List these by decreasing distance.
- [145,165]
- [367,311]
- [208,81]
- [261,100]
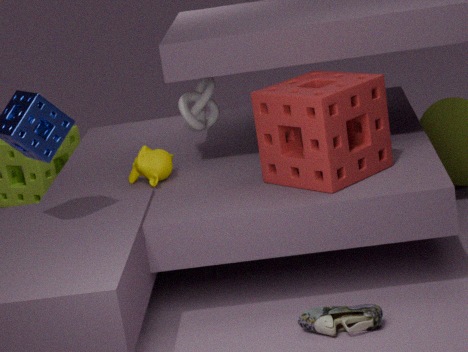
[208,81] → [145,165] → [261,100] → [367,311]
